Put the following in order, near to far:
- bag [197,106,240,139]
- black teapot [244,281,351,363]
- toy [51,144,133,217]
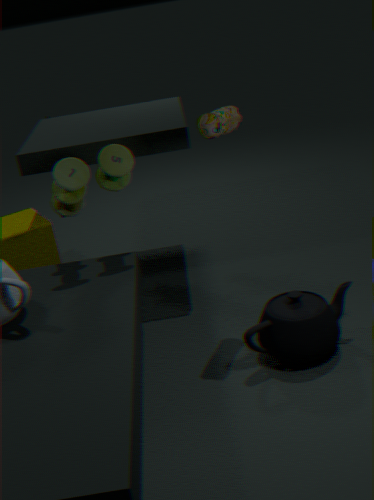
1. black teapot [244,281,351,363]
2. bag [197,106,240,139]
3. toy [51,144,133,217]
